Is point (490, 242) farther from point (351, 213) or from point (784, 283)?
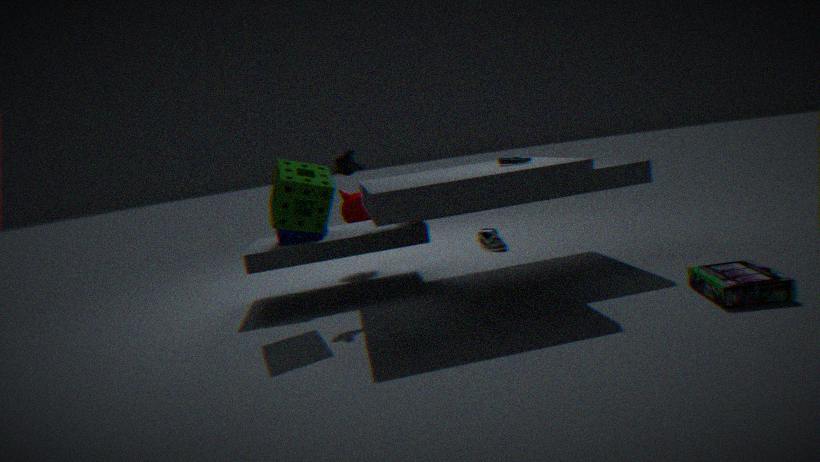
point (784, 283)
